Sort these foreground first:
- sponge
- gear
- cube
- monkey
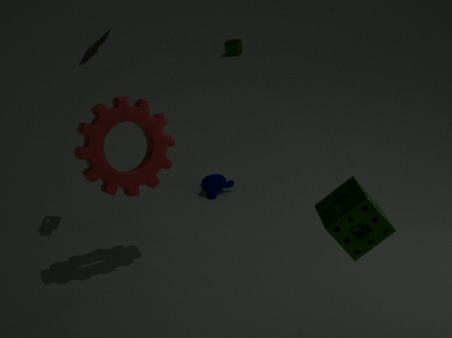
sponge < gear < monkey < cube
